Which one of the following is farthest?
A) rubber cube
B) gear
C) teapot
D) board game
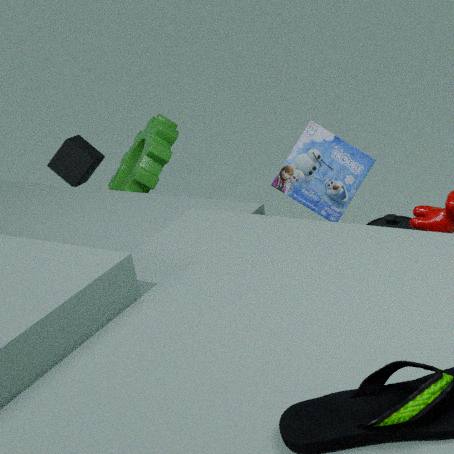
rubber cube
